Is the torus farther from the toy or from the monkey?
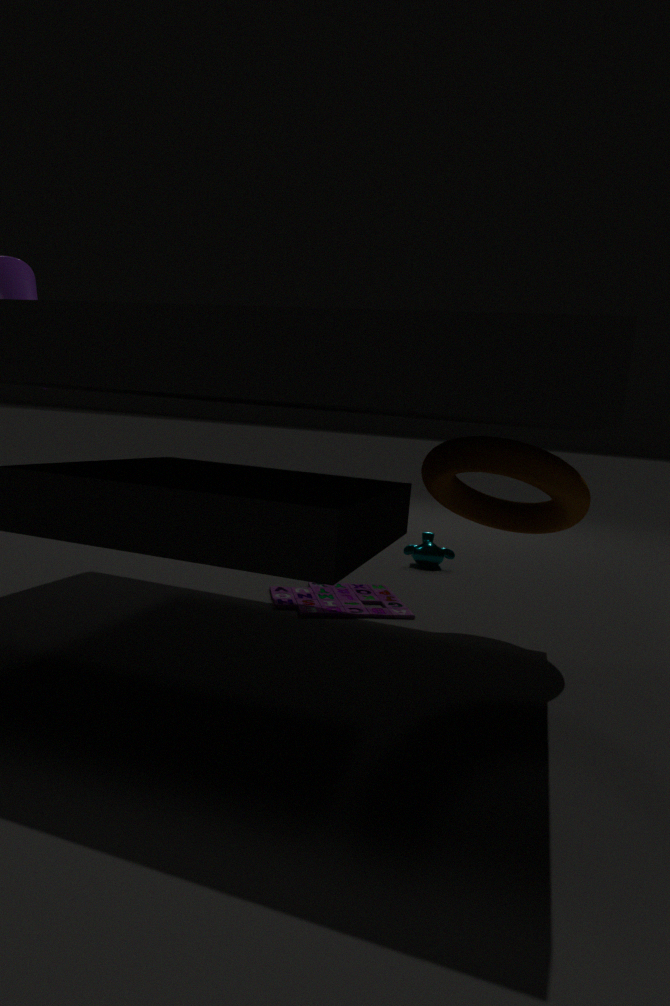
the monkey
